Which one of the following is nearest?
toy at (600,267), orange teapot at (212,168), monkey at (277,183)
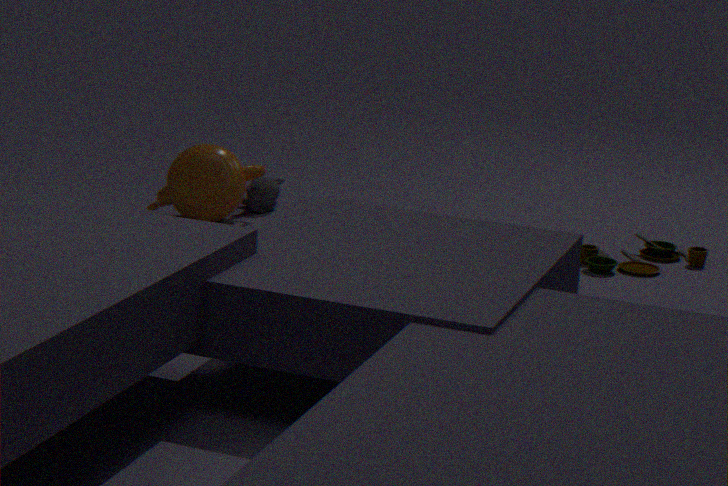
toy at (600,267)
